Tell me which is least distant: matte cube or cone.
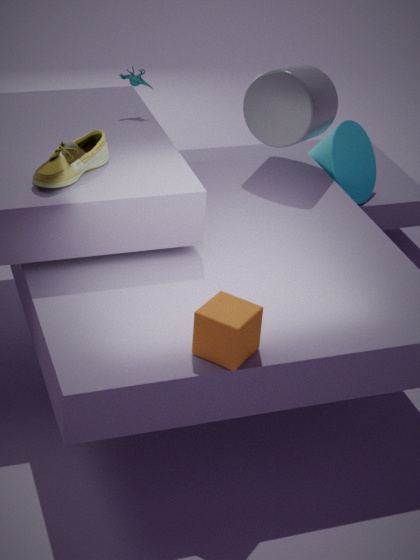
matte cube
